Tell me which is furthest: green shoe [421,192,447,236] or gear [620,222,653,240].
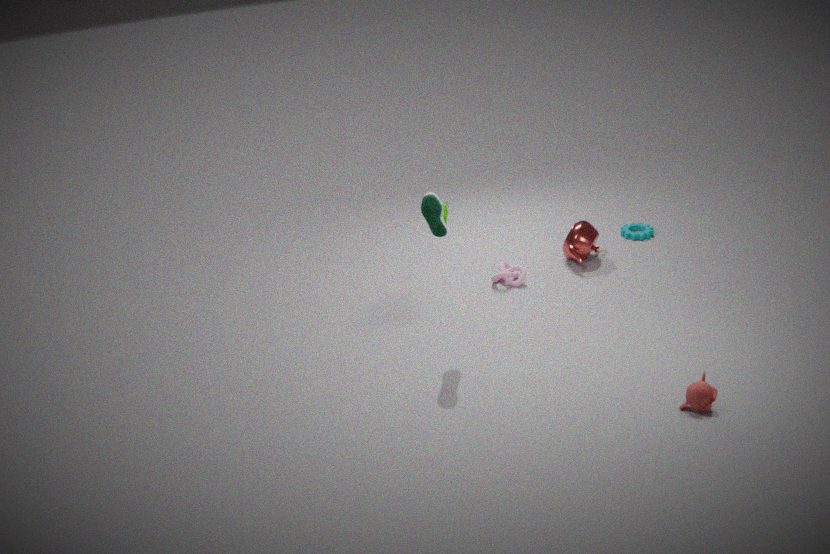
gear [620,222,653,240]
